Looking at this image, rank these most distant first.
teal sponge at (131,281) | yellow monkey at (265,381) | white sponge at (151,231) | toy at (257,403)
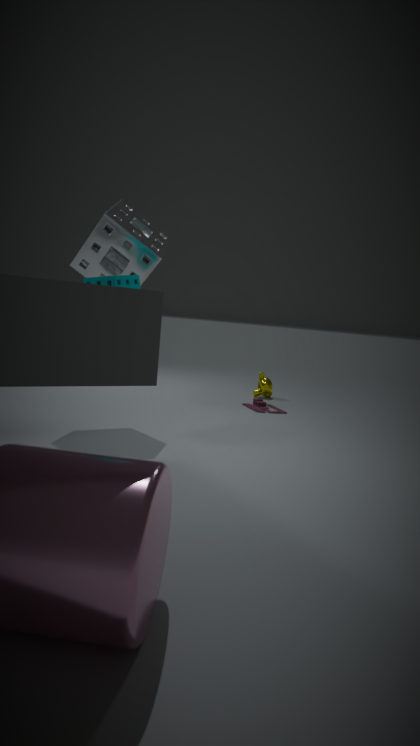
yellow monkey at (265,381) < toy at (257,403) < white sponge at (151,231) < teal sponge at (131,281)
